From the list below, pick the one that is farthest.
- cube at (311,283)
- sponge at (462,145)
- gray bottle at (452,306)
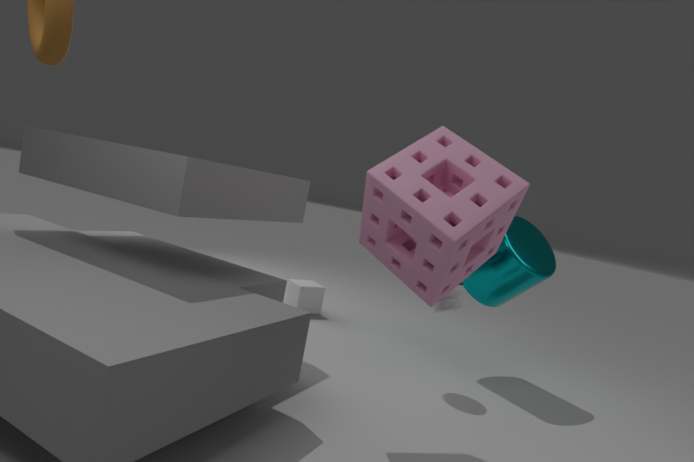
cube at (311,283)
